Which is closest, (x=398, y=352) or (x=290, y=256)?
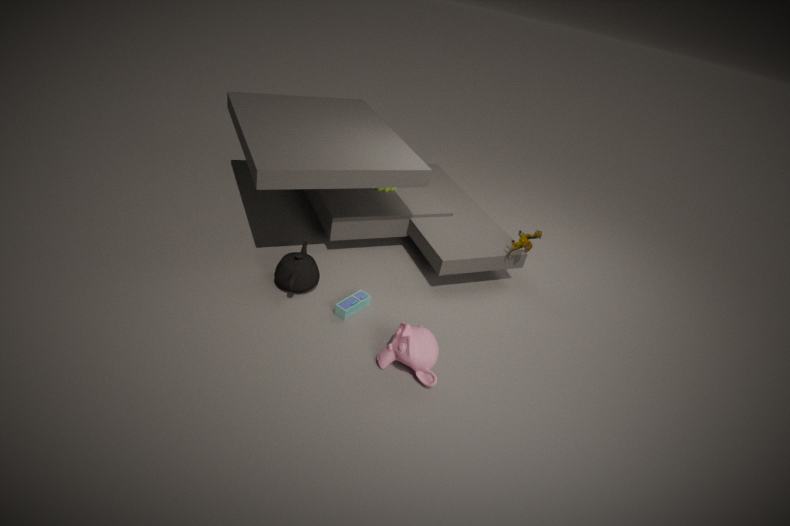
(x=398, y=352)
